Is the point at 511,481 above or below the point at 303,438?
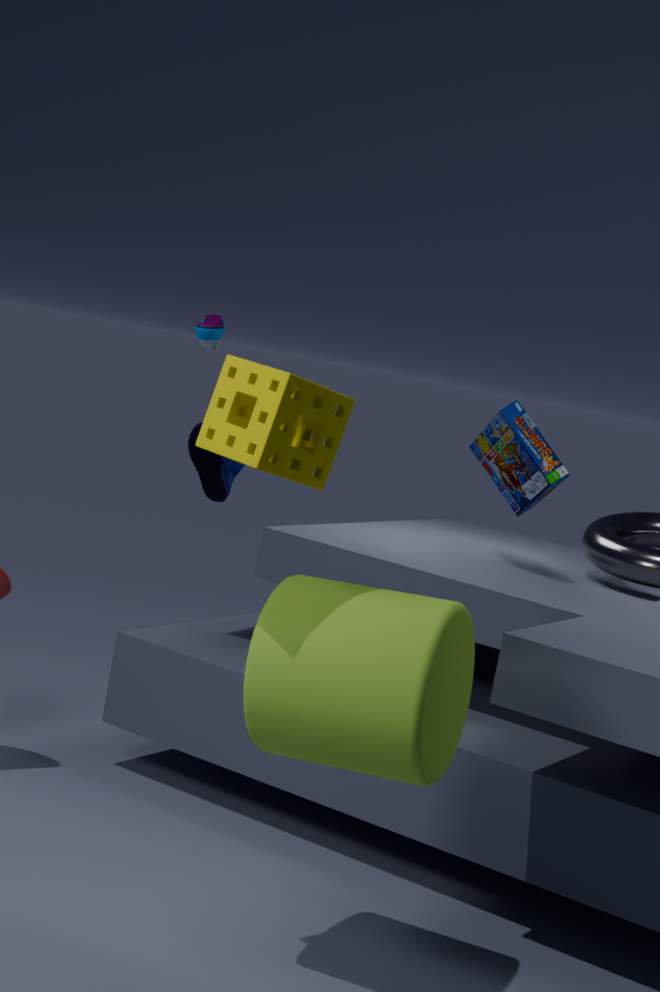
below
